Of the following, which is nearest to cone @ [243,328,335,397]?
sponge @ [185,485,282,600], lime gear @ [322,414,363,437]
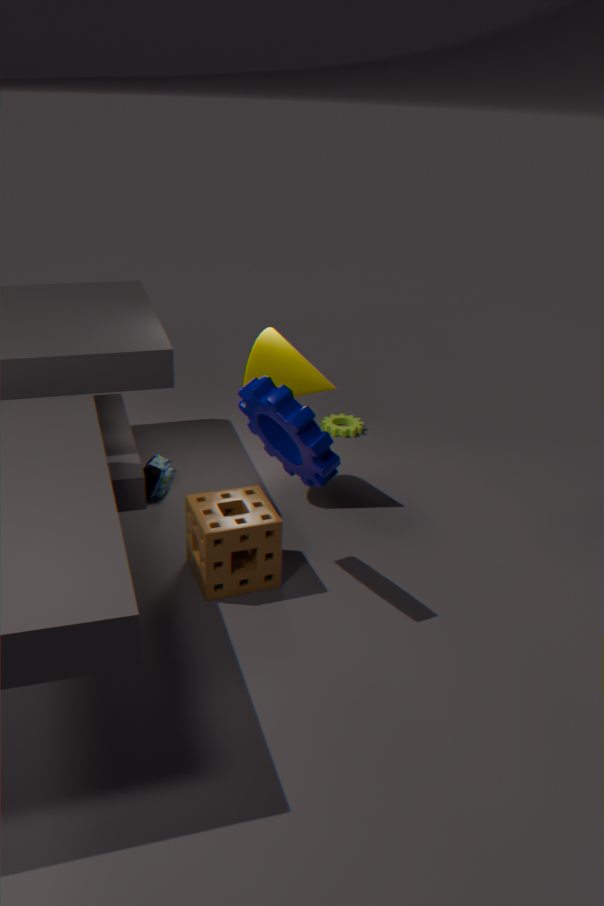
sponge @ [185,485,282,600]
